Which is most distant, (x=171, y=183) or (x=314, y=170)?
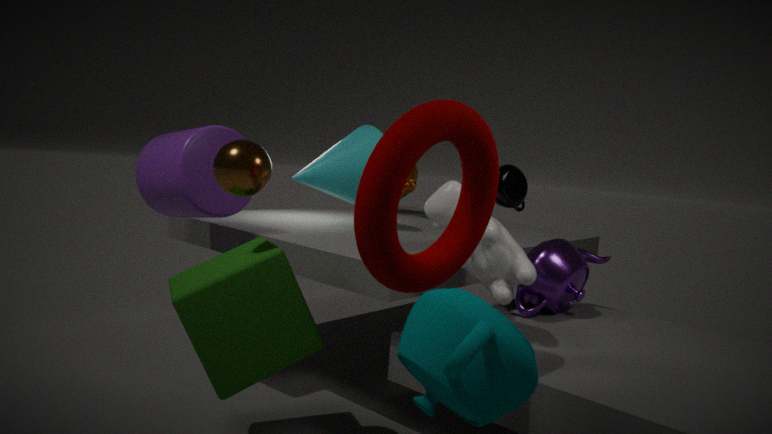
(x=314, y=170)
